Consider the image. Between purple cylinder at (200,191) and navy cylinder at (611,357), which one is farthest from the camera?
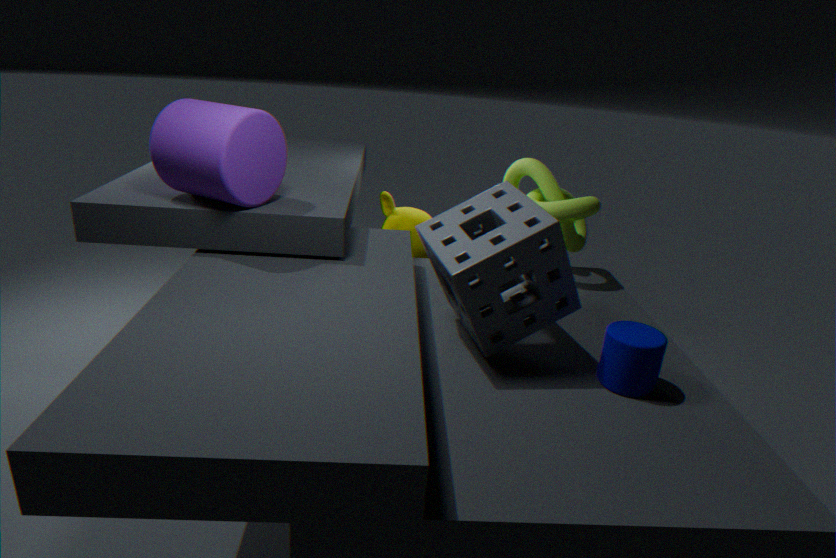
purple cylinder at (200,191)
